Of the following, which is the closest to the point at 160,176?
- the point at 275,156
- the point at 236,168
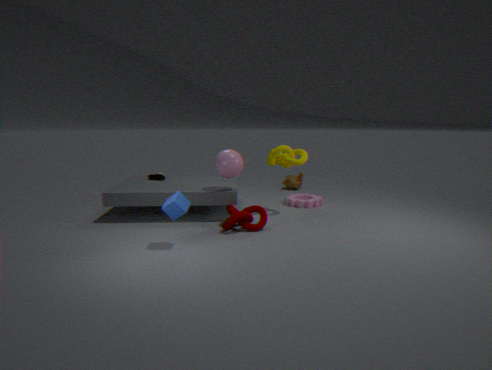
the point at 236,168
